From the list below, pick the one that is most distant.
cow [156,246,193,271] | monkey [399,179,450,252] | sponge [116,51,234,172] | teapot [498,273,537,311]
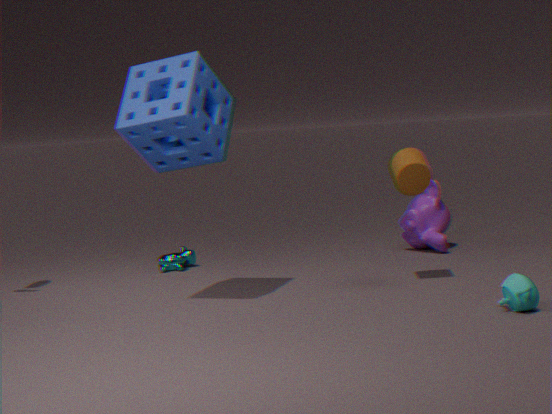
monkey [399,179,450,252]
